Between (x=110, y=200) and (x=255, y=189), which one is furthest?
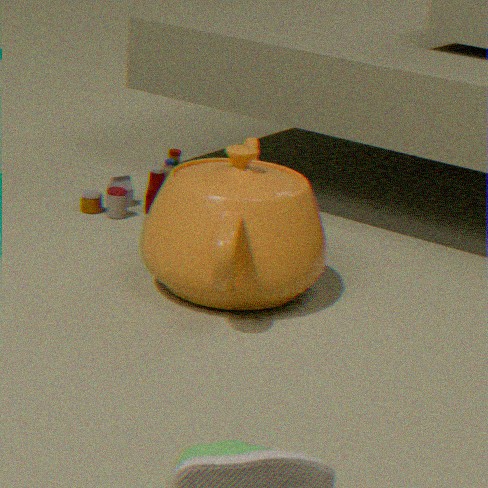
(x=110, y=200)
